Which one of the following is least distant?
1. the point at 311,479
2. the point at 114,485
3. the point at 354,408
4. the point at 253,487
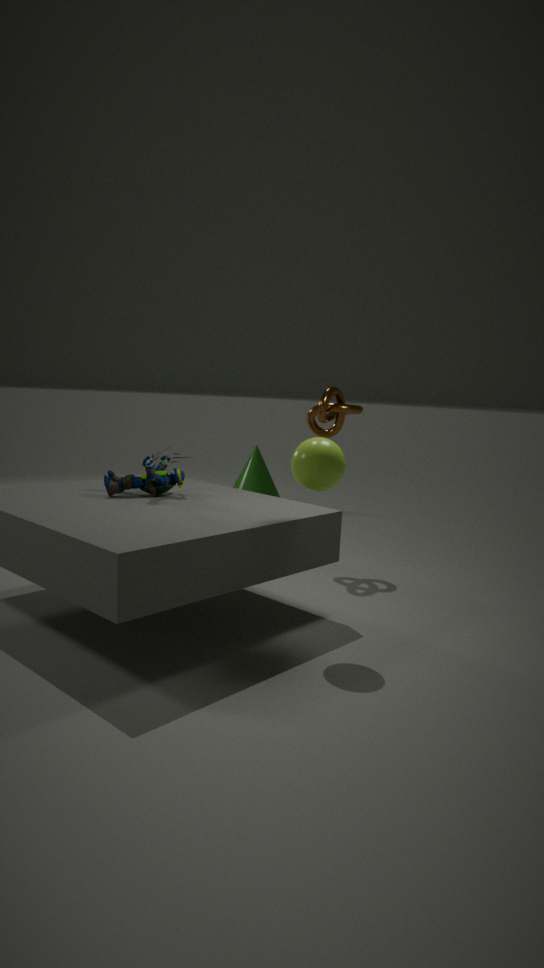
the point at 311,479
